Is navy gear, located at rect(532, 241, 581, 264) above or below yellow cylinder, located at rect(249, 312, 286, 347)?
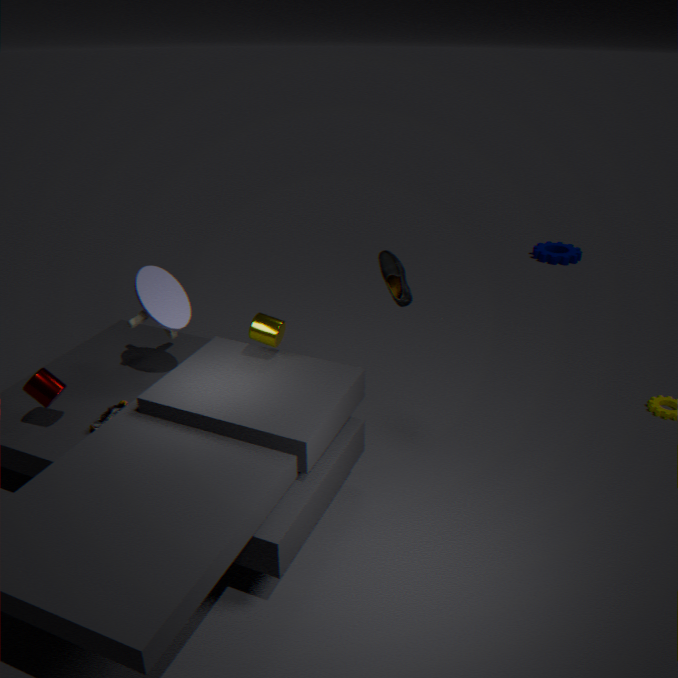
below
